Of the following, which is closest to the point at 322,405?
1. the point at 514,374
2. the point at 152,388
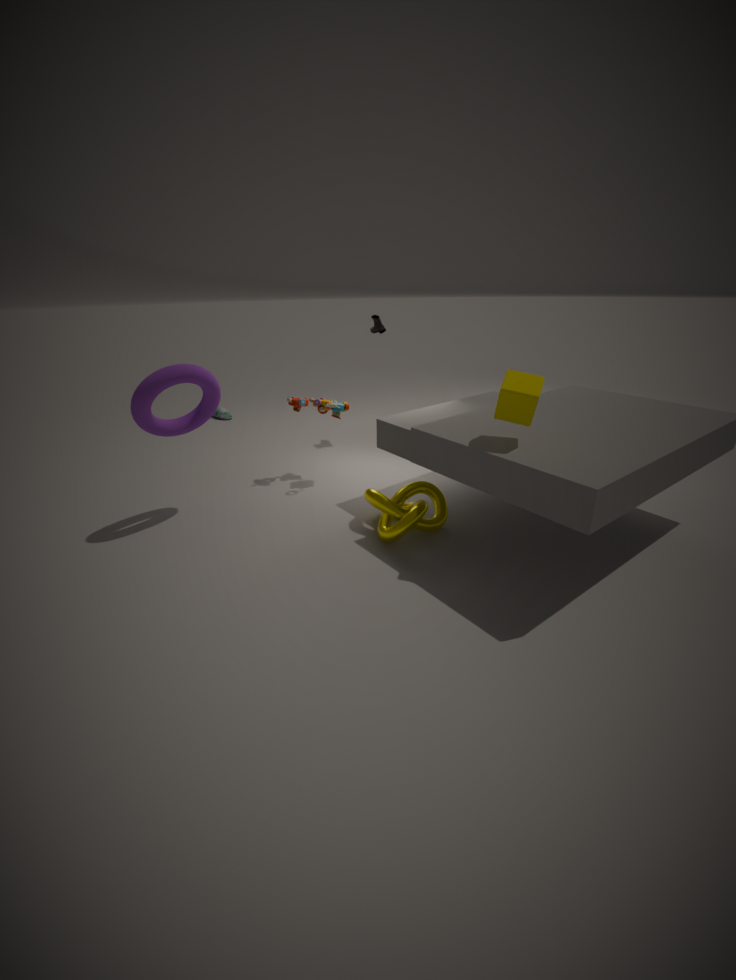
the point at 152,388
